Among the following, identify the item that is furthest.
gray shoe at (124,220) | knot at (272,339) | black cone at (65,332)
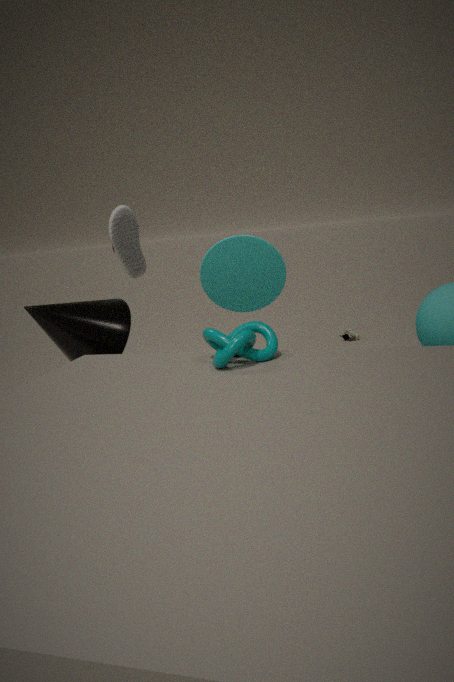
gray shoe at (124,220)
